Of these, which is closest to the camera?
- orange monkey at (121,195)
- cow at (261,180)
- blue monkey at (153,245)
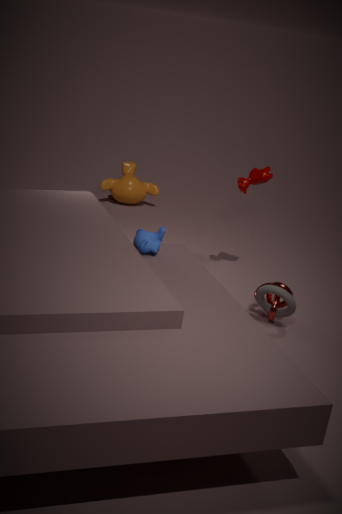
blue monkey at (153,245)
